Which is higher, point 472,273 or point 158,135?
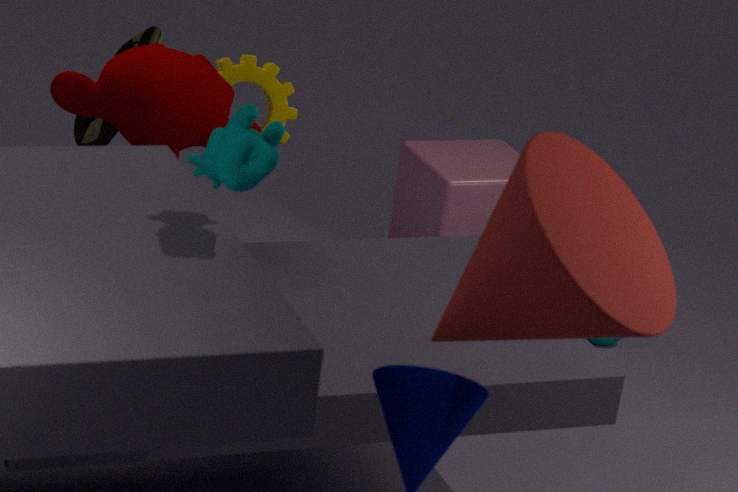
point 472,273
